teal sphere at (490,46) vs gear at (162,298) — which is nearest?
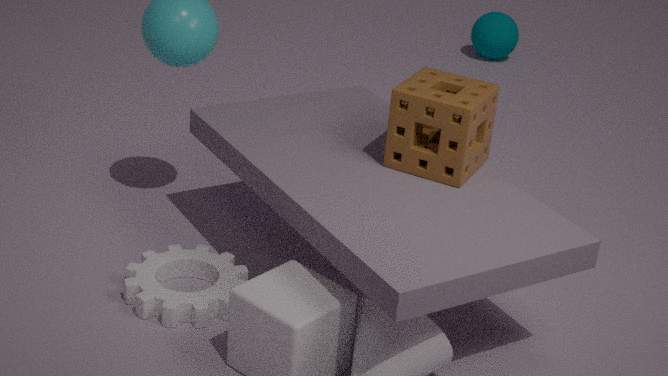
gear at (162,298)
